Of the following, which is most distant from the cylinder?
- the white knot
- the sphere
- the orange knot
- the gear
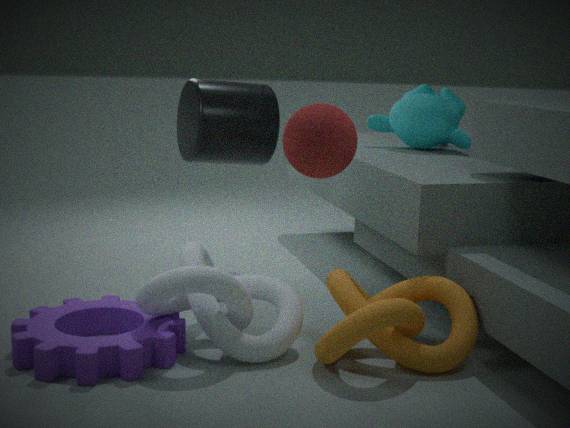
the sphere
